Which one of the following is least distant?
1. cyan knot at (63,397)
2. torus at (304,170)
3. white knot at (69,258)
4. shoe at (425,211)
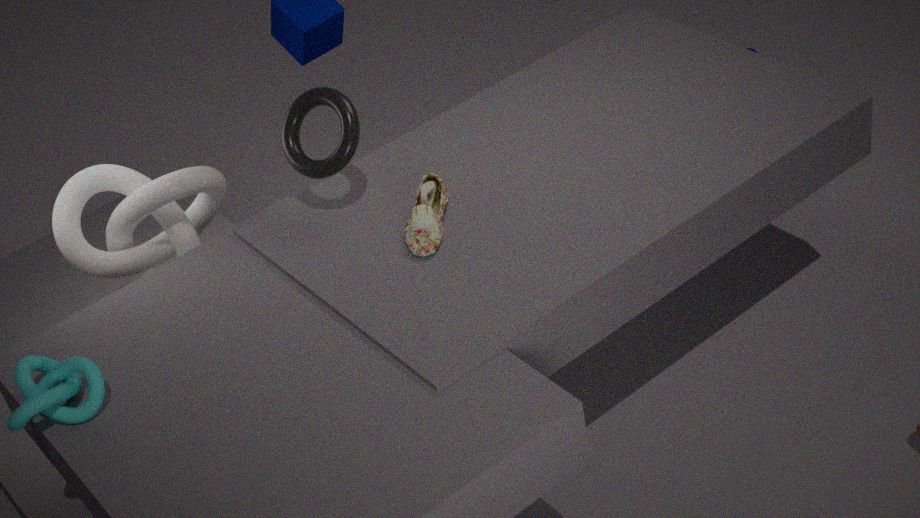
cyan knot at (63,397)
